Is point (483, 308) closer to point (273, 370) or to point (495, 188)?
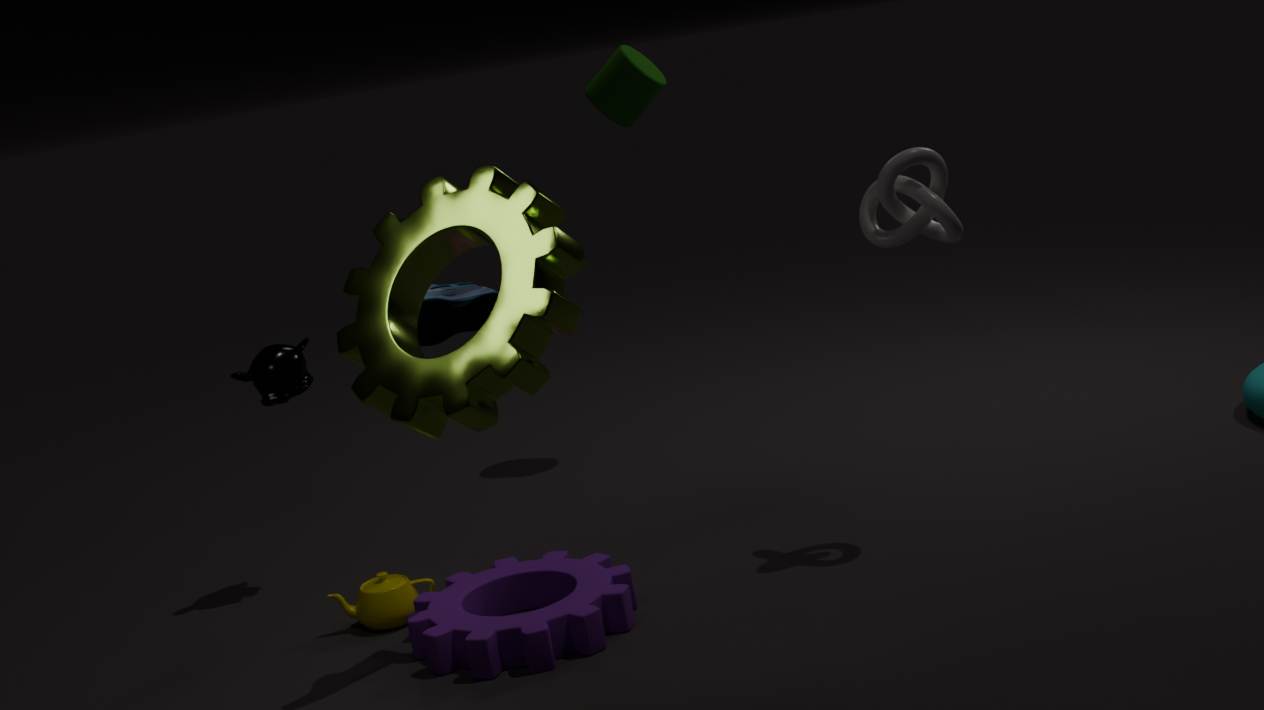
point (495, 188)
